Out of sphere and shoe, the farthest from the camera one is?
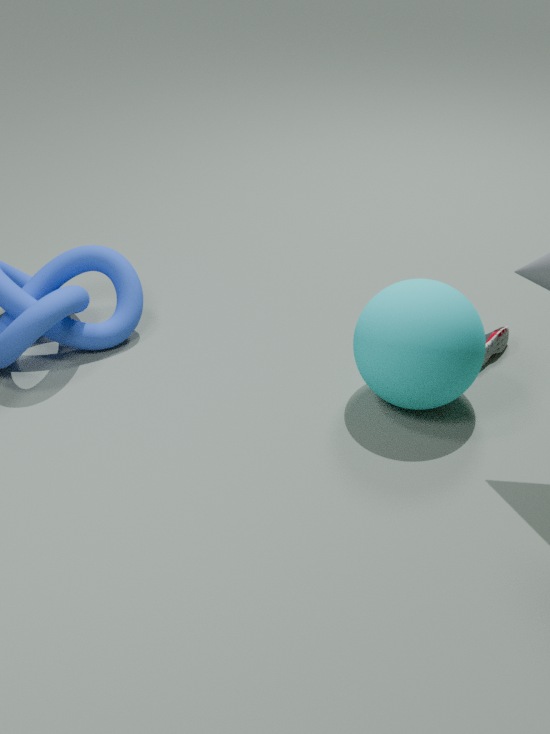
shoe
